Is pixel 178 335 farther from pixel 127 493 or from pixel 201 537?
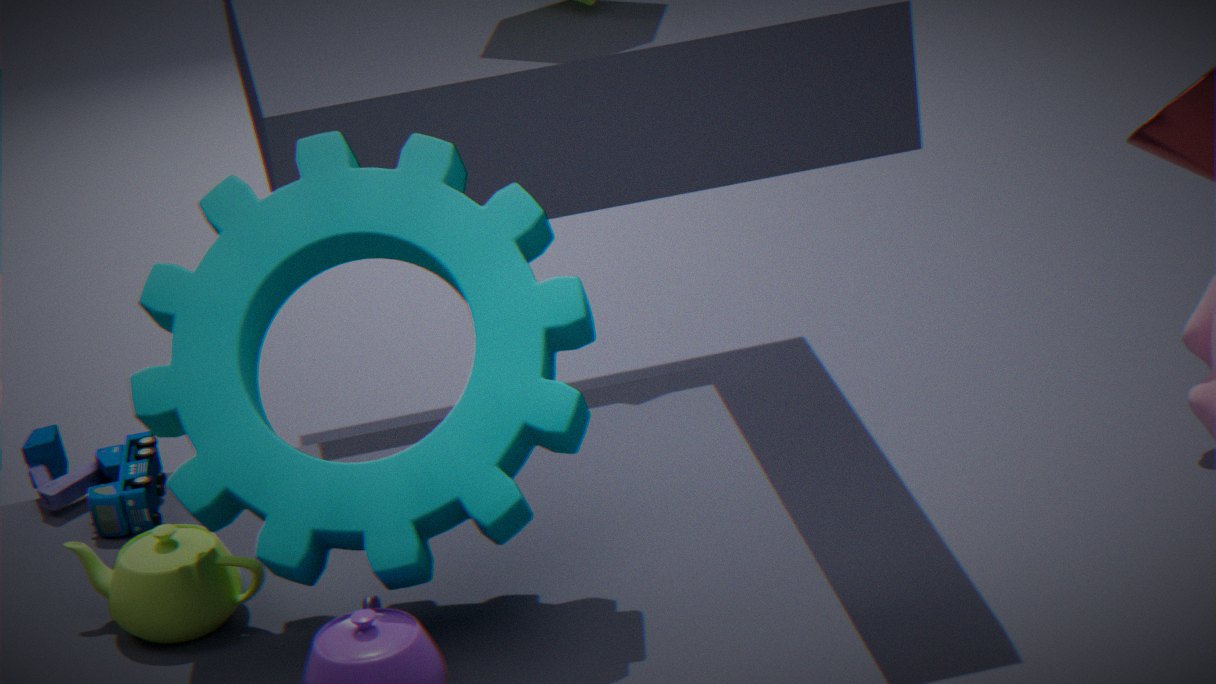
pixel 127 493
